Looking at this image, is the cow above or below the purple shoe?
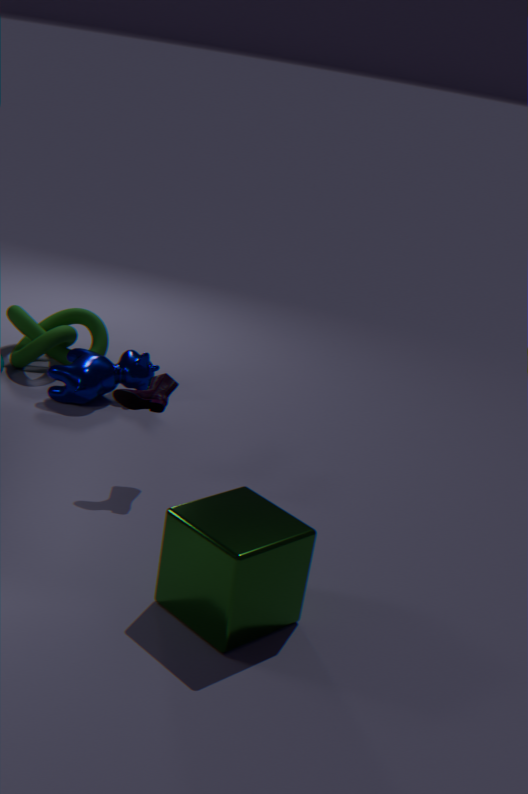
below
